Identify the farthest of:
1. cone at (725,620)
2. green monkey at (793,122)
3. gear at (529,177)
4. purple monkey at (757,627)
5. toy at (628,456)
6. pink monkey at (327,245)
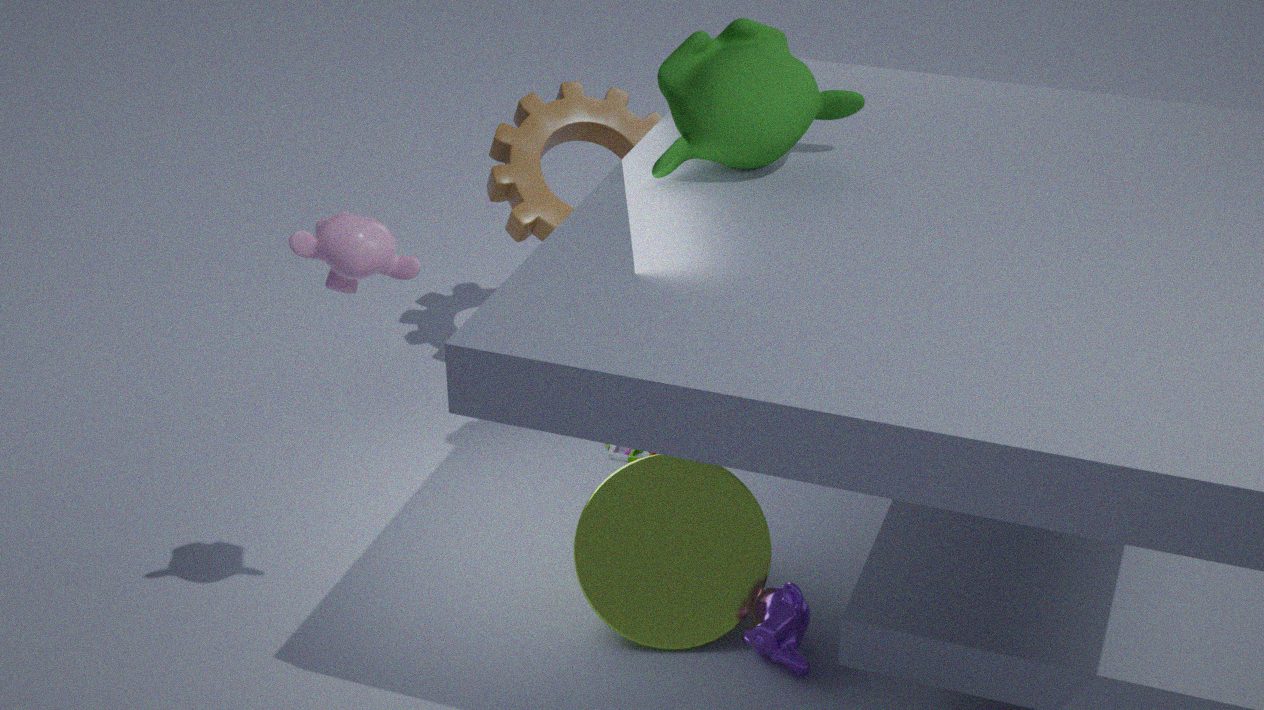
gear at (529,177)
